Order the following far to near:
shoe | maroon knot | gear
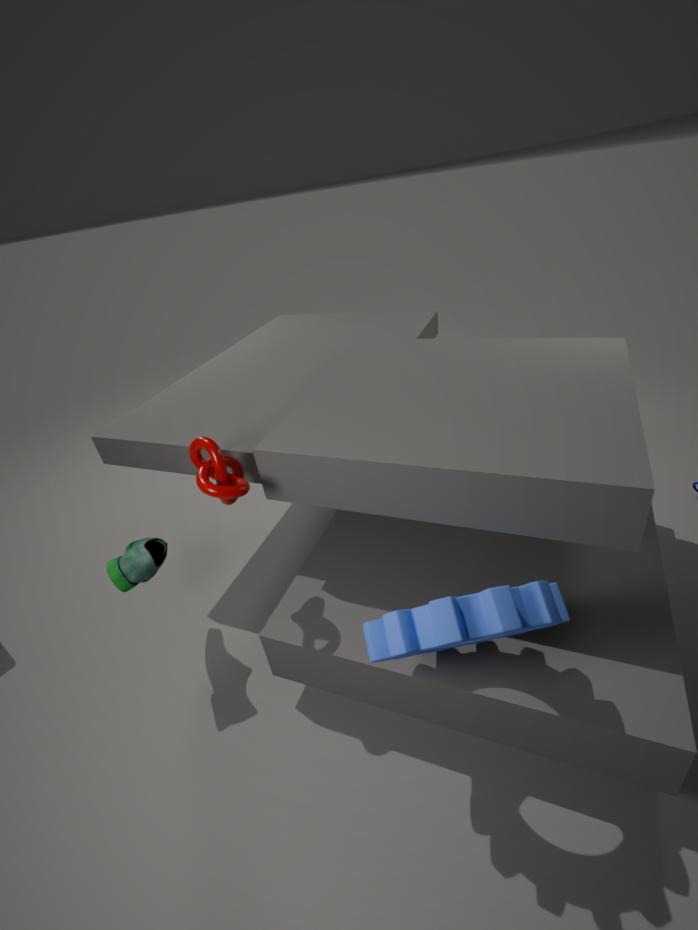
1. shoe
2. maroon knot
3. gear
